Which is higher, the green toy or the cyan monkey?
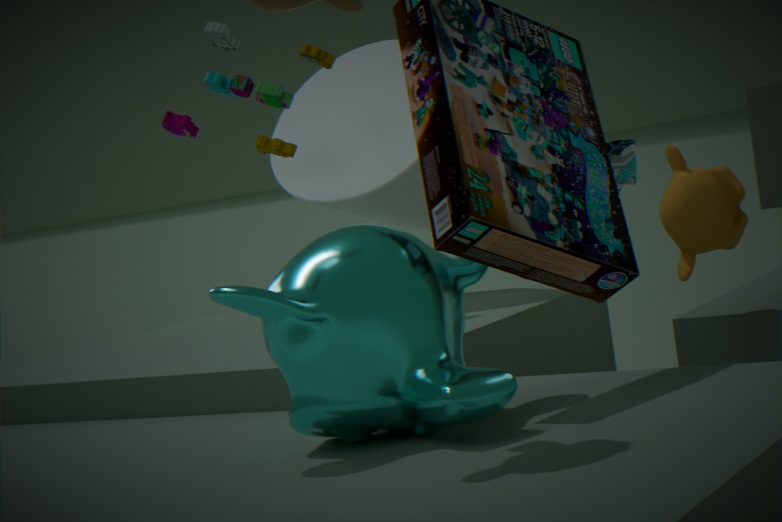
the green toy
